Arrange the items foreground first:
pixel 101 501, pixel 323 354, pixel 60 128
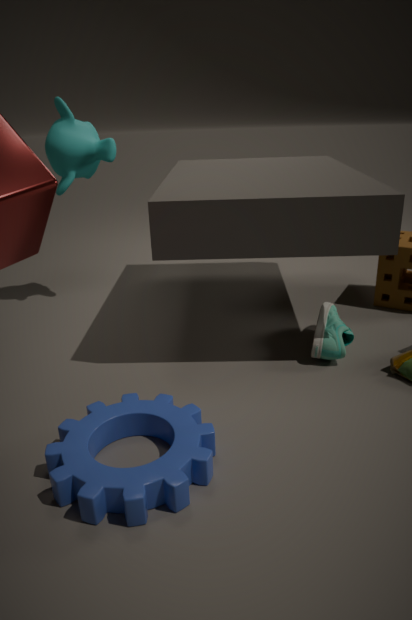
1. pixel 101 501
2. pixel 323 354
3. pixel 60 128
